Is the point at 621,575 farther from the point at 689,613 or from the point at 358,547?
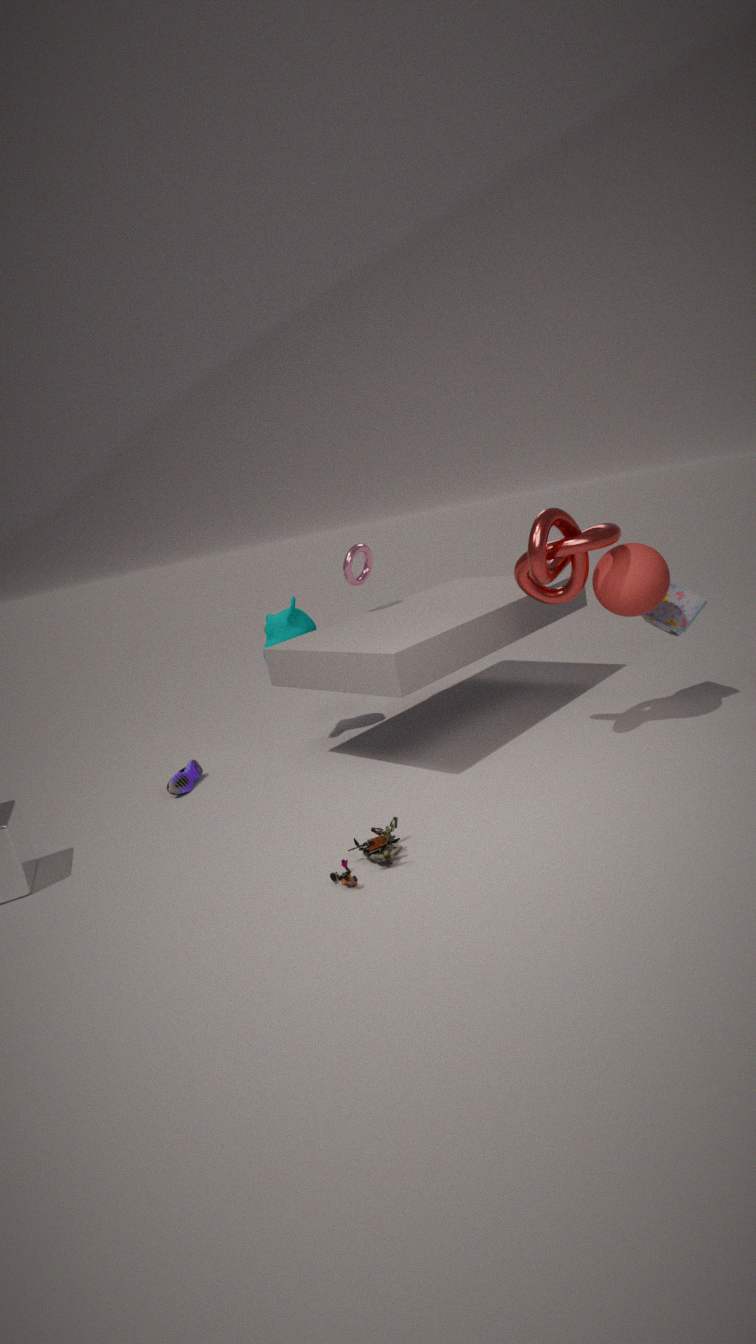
the point at 358,547
